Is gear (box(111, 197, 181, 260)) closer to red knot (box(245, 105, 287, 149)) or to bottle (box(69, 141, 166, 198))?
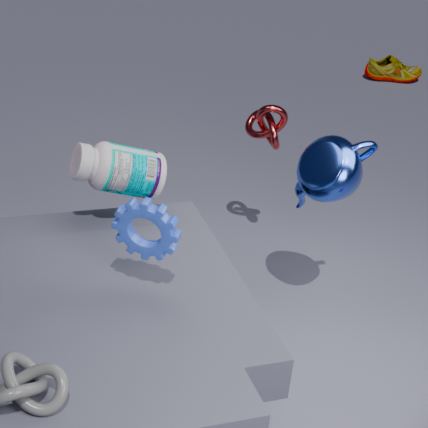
bottle (box(69, 141, 166, 198))
